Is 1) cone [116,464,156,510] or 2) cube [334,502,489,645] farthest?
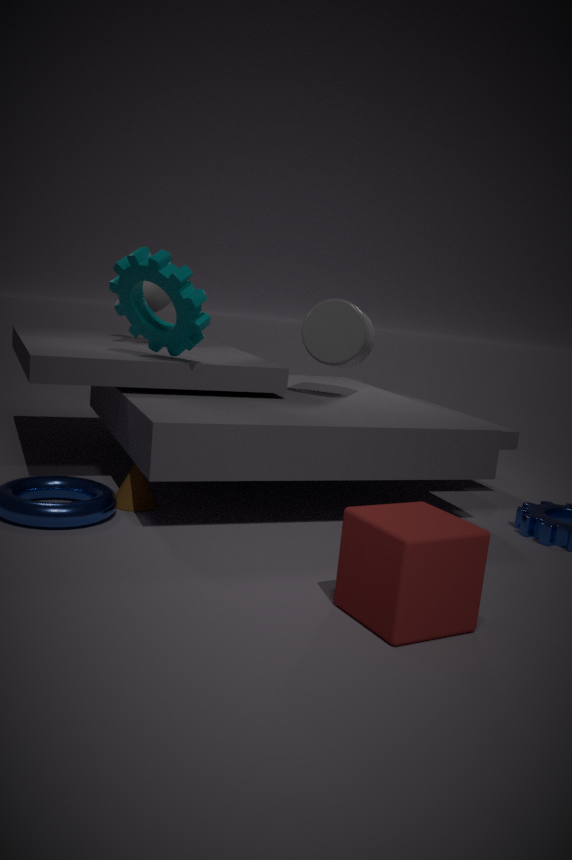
1. cone [116,464,156,510]
